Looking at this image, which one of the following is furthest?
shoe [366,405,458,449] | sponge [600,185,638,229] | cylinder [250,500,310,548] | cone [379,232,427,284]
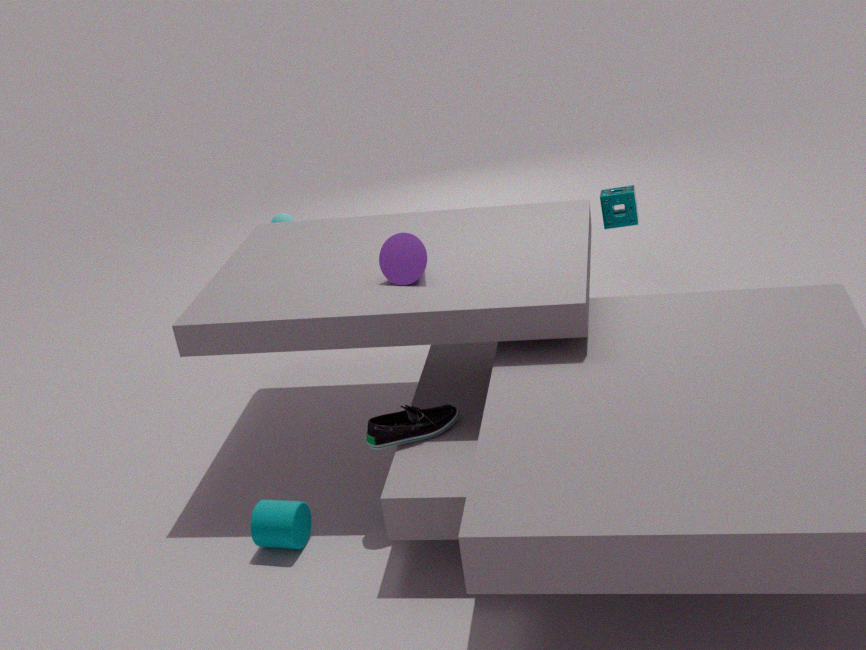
sponge [600,185,638,229]
